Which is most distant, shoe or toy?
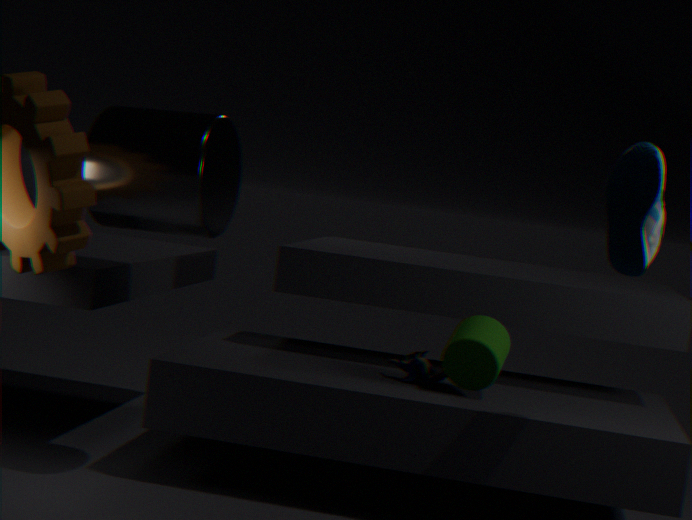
toy
